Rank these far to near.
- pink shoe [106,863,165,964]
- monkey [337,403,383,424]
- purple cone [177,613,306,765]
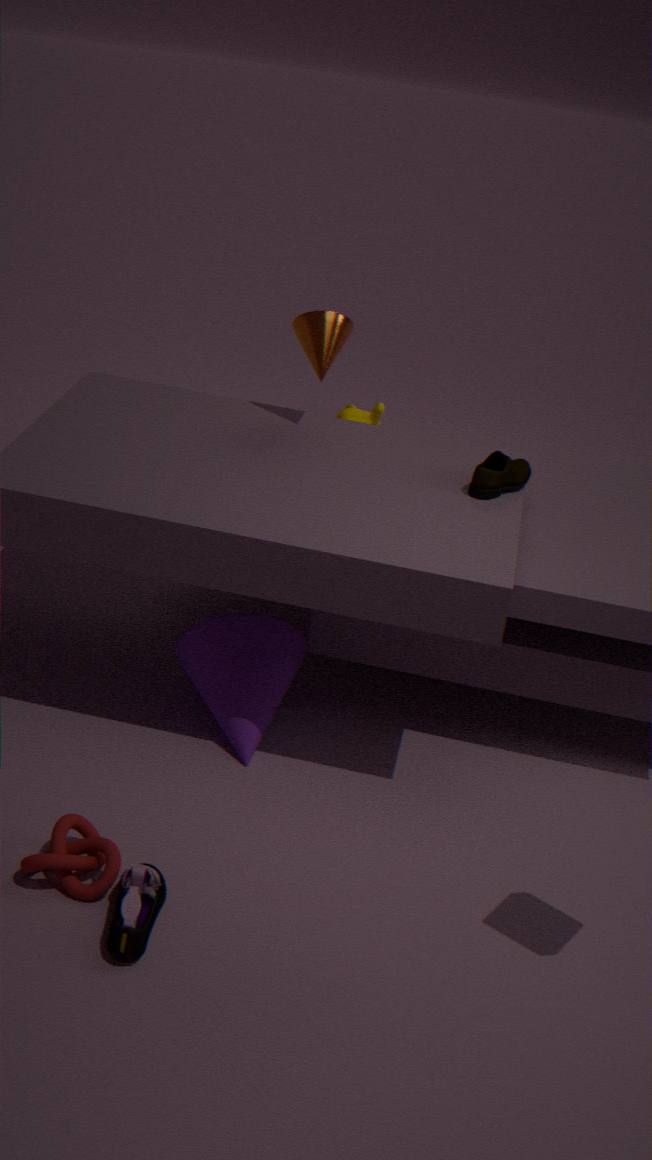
1. monkey [337,403,383,424]
2. purple cone [177,613,306,765]
3. pink shoe [106,863,165,964]
